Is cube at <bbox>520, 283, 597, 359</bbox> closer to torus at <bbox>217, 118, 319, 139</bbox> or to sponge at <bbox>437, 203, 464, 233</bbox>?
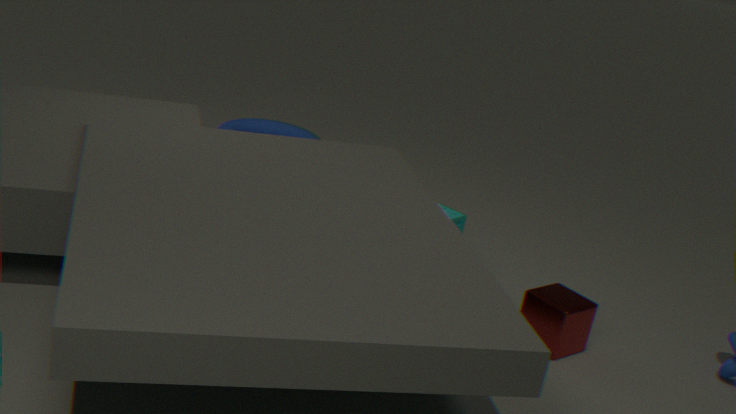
sponge at <bbox>437, 203, 464, 233</bbox>
